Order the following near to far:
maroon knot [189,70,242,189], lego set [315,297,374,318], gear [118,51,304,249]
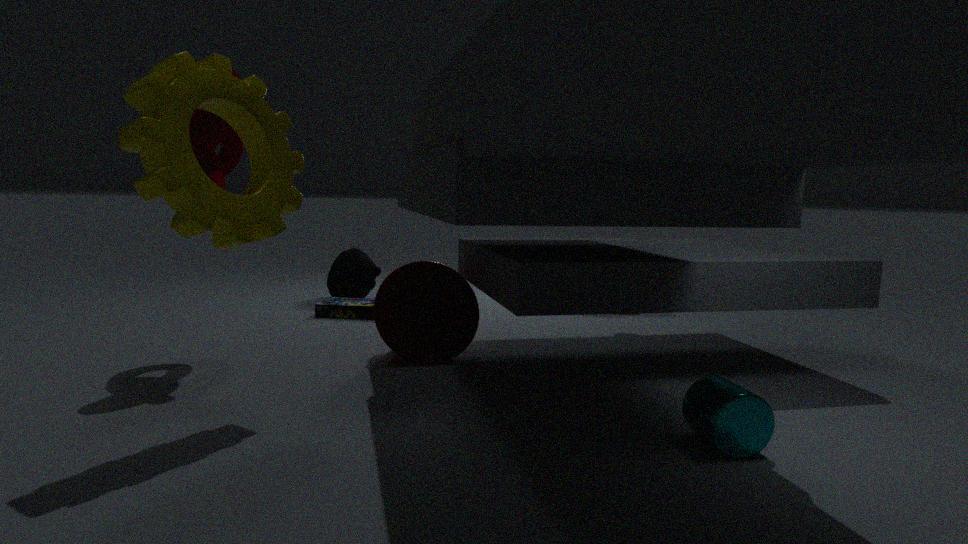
gear [118,51,304,249] → maroon knot [189,70,242,189] → lego set [315,297,374,318]
